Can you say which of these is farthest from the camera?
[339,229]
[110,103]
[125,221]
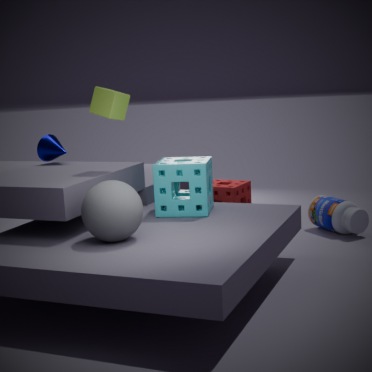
[339,229]
